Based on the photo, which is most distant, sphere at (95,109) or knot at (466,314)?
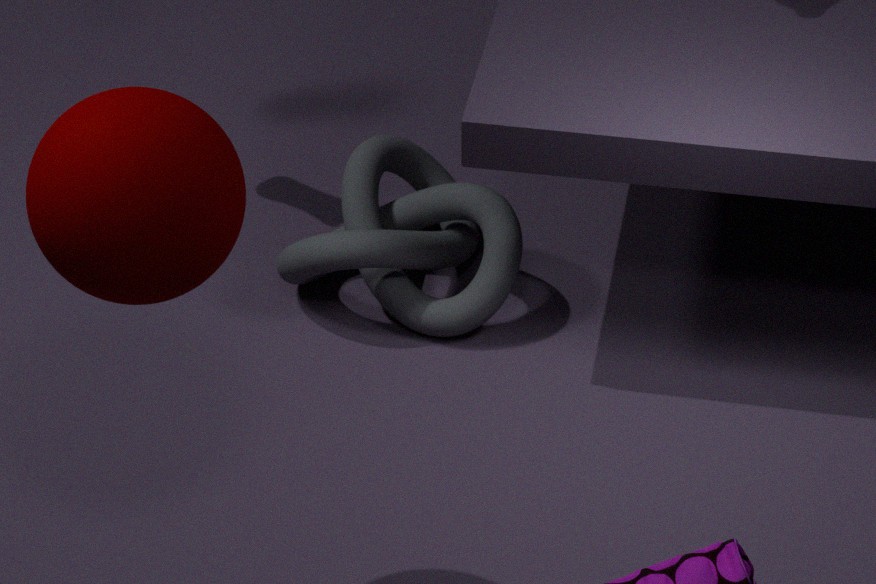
knot at (466,314)
